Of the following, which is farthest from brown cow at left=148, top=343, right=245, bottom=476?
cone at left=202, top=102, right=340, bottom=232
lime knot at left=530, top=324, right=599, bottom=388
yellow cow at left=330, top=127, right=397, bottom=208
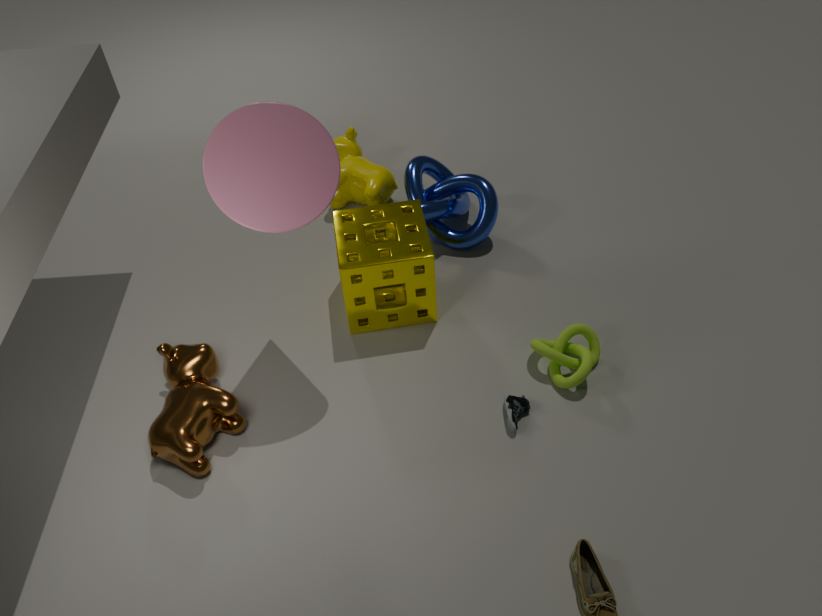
lime knot at left=530, top=324, right=599, bottom=388
